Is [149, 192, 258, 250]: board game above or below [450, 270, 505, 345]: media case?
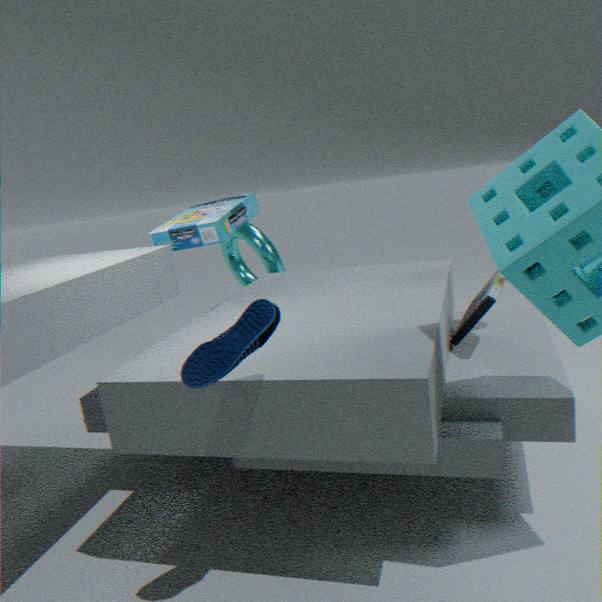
above
